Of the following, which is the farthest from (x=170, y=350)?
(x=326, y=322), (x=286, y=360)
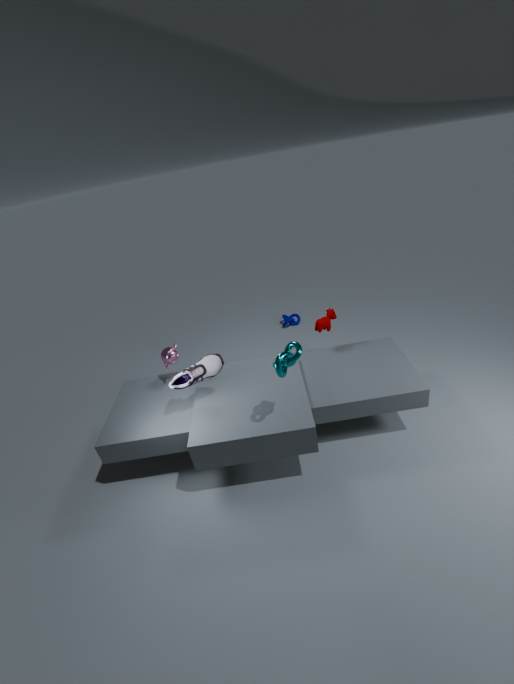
(x=326, y=322)
